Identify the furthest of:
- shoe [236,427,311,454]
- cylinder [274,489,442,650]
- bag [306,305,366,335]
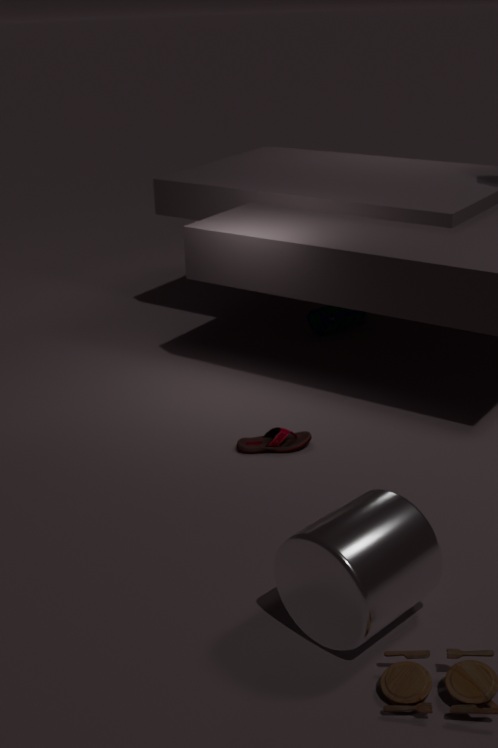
bag [306,305,366,335]
